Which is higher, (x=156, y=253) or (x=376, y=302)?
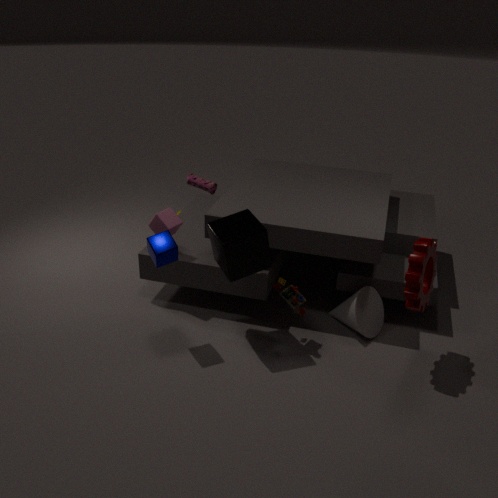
(x=156, y=253)
